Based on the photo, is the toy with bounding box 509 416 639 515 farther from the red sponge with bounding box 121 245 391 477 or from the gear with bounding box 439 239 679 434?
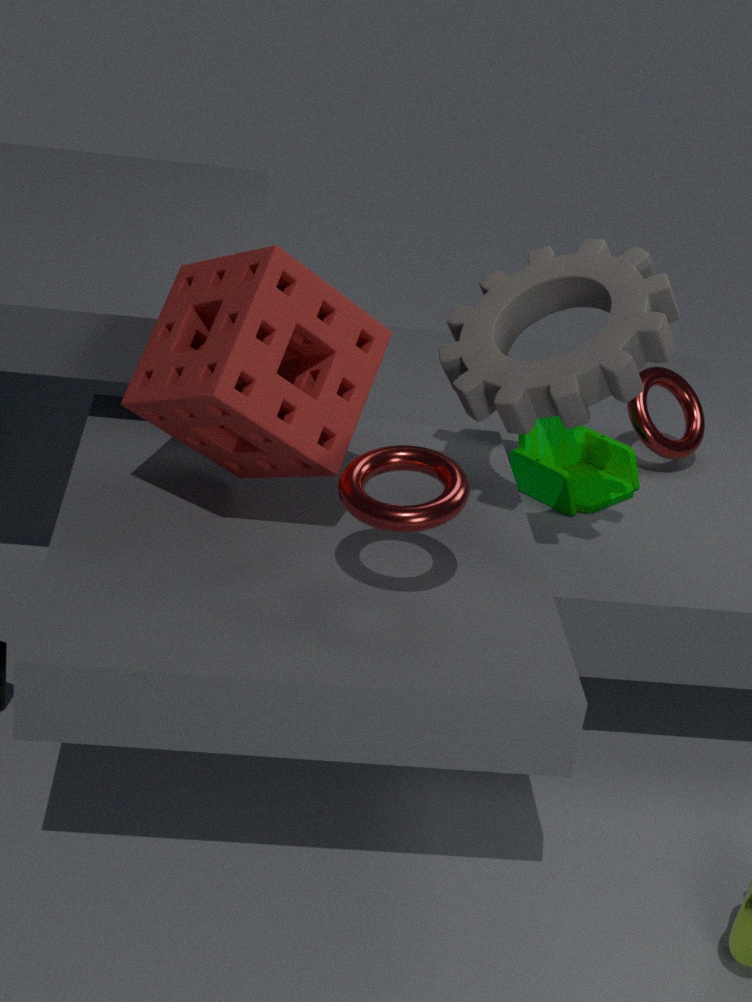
the red sponge with bounding box 121 245 391 477
